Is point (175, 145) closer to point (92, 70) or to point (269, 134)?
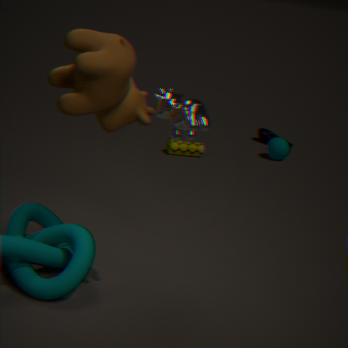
point (269, 134)
